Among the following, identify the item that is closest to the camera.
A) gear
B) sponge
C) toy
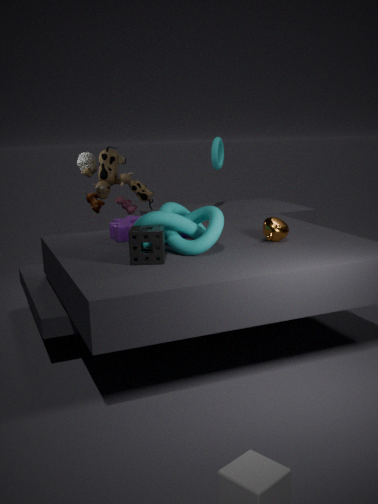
sponge
